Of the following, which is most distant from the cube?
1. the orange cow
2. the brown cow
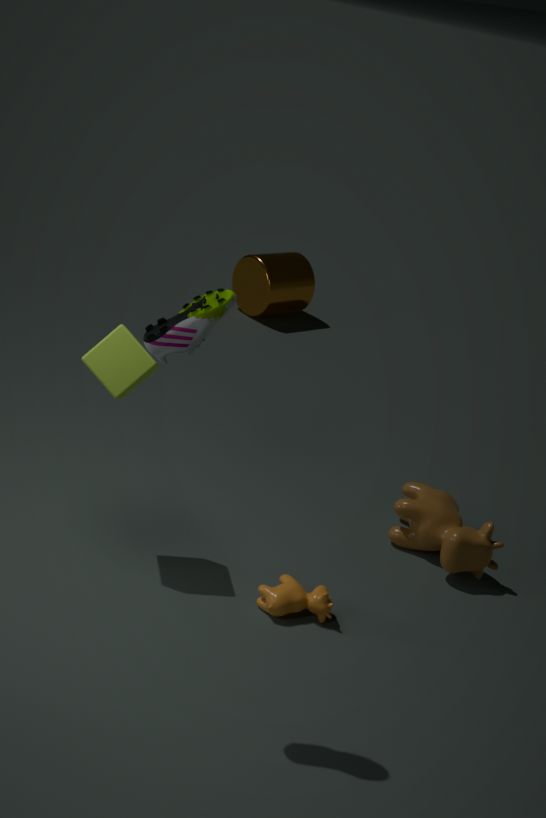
the brown cow
